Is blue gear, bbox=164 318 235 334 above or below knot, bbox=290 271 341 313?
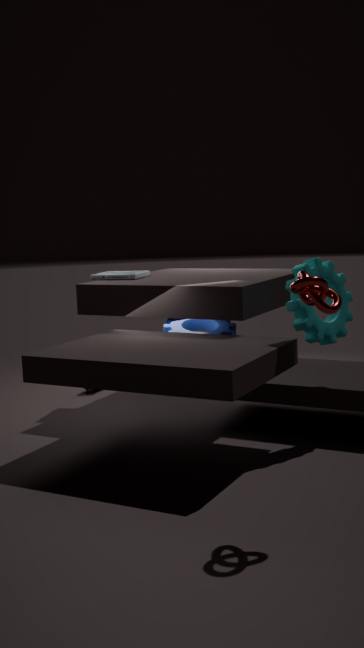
below
